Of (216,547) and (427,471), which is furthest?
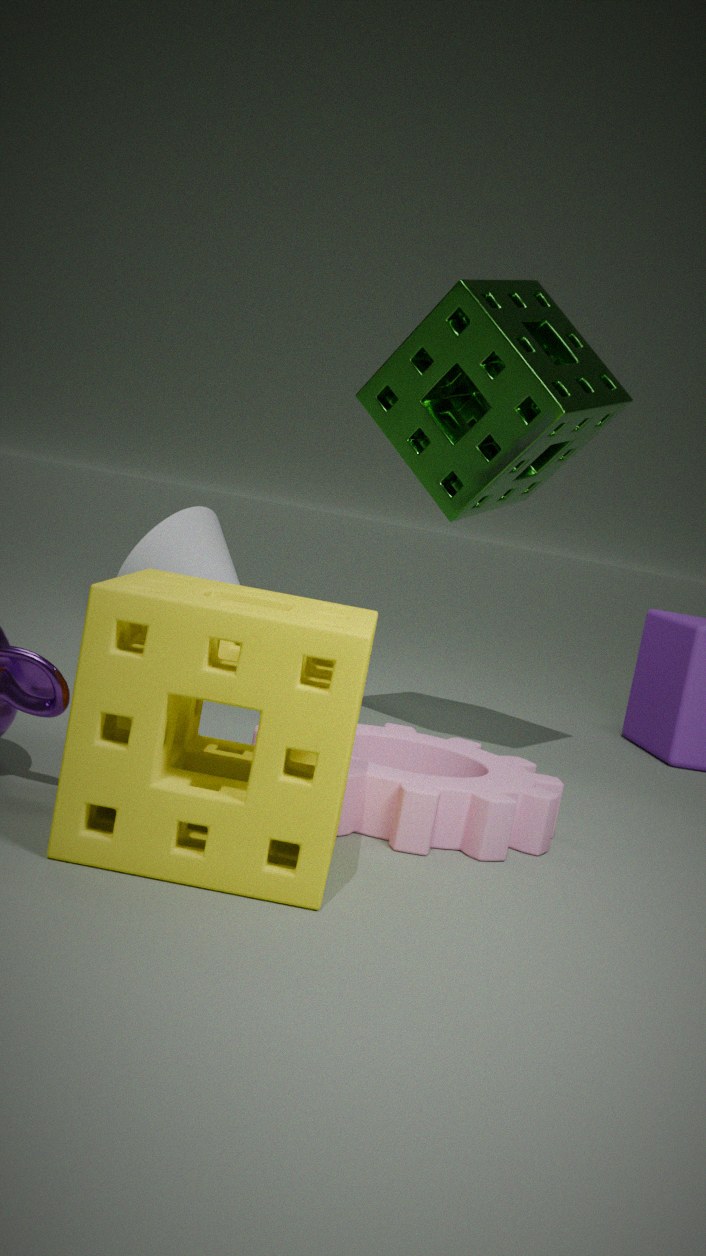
(216,547)
